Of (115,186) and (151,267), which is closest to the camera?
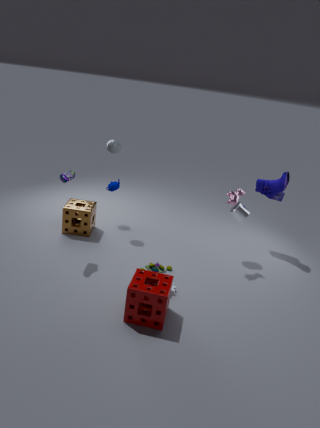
(151,267)
